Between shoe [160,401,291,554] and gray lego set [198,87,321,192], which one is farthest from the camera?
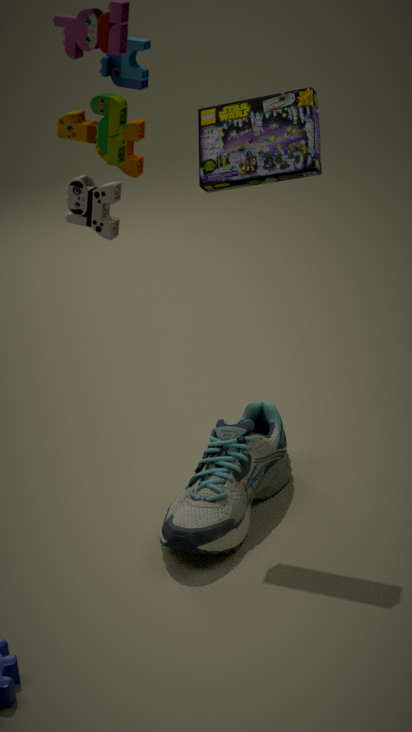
shoe [160,401,291,554]
